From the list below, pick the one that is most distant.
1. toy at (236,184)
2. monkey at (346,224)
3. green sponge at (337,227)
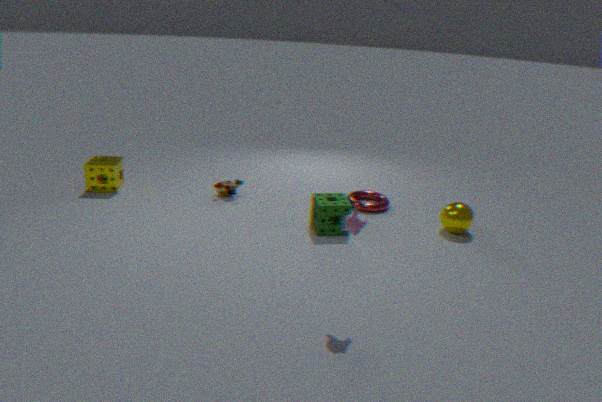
toy at (236,184)
